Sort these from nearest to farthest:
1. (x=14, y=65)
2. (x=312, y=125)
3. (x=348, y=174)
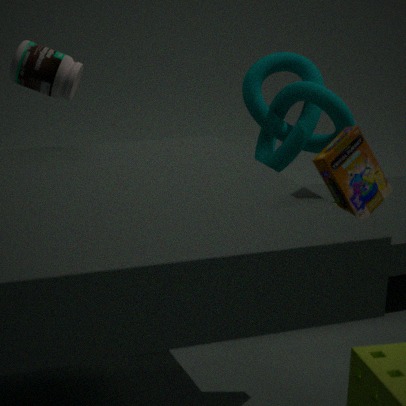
(x=348, y=174) → (x=14, y=65) → (x=312, y=125)
